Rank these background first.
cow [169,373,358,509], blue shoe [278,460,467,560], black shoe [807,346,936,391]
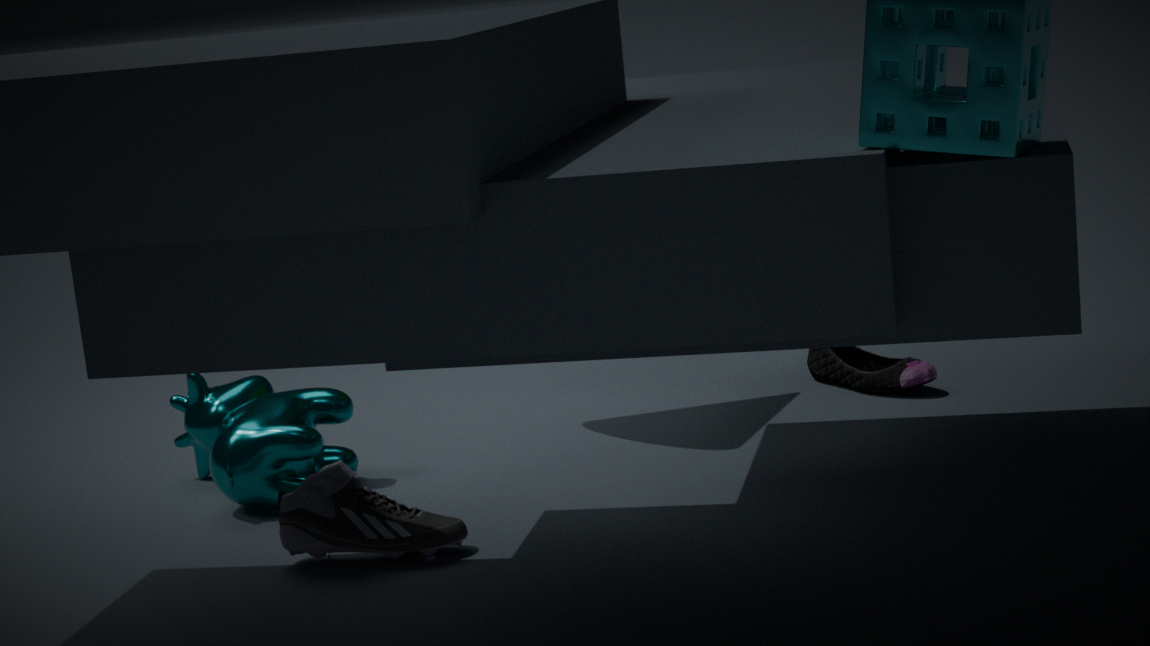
black shoe [807,346,936,391]
cow [169,373,358,509]
blue shoe [278,460,467,560]
